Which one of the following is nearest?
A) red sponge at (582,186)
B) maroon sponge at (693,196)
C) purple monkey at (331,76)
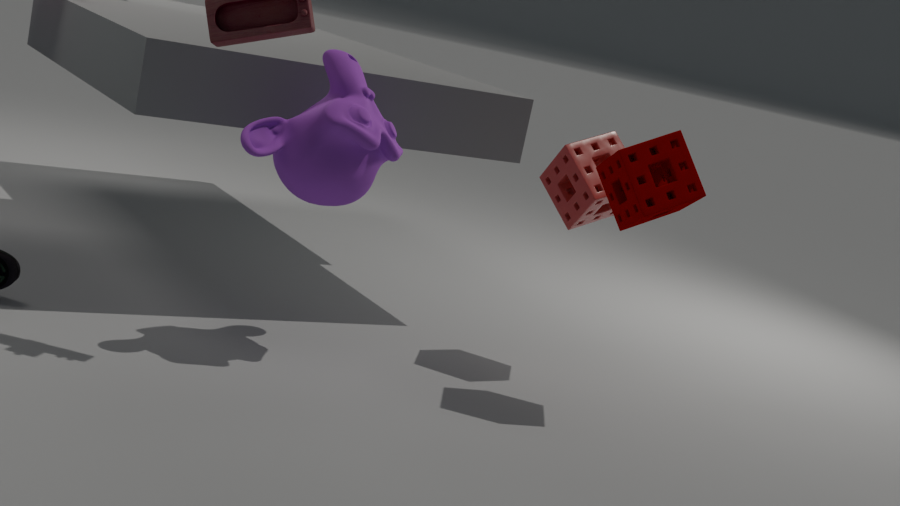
purple monkey at (331,76)
